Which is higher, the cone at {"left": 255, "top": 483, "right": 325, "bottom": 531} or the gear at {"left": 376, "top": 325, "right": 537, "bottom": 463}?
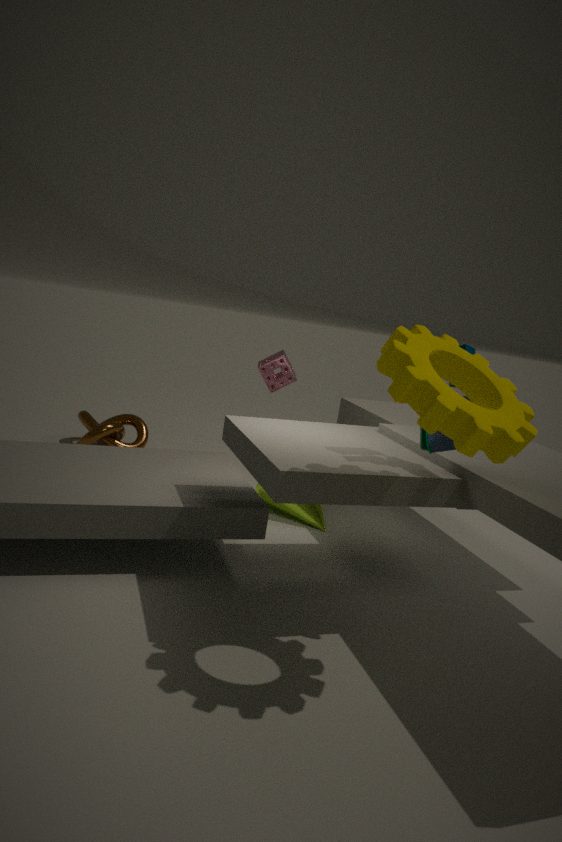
the gear at {"left": 376, "top": 325, "right": 537, "bottom": 463}
